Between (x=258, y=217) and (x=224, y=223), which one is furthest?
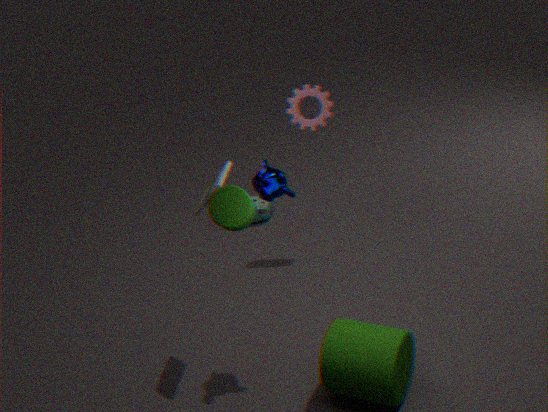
(x=258, y=217)
